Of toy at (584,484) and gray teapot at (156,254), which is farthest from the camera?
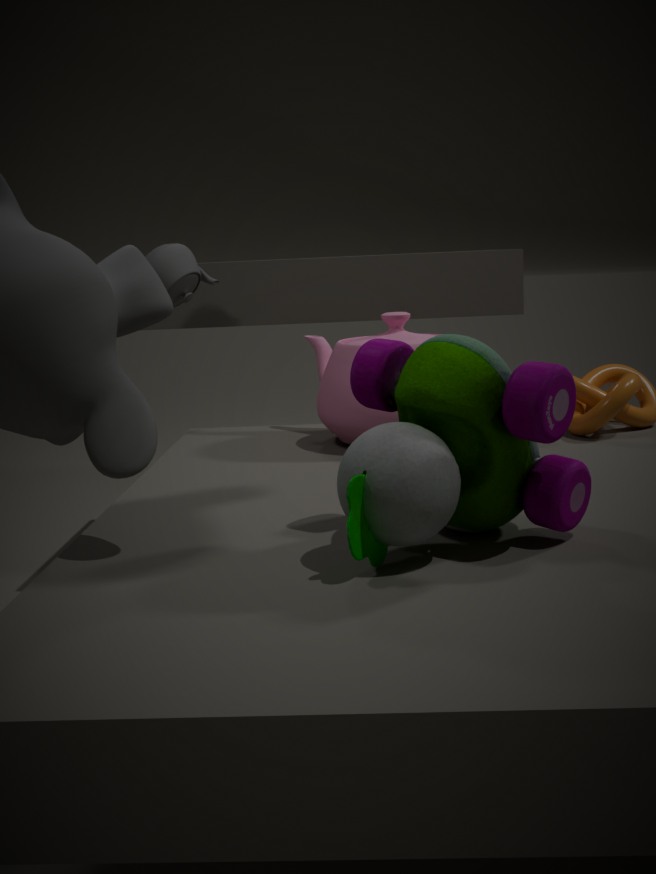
gray teapot at (156,254)
